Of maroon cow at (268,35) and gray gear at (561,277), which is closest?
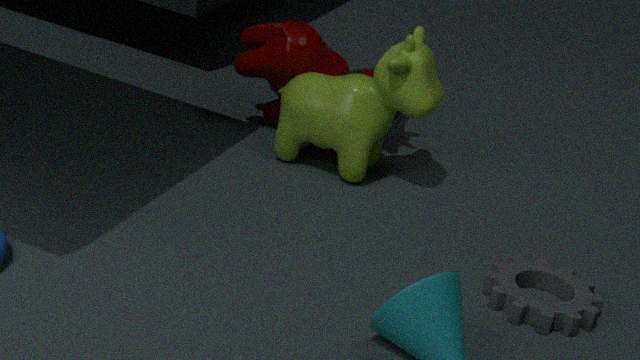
gray gear at (561,277)
